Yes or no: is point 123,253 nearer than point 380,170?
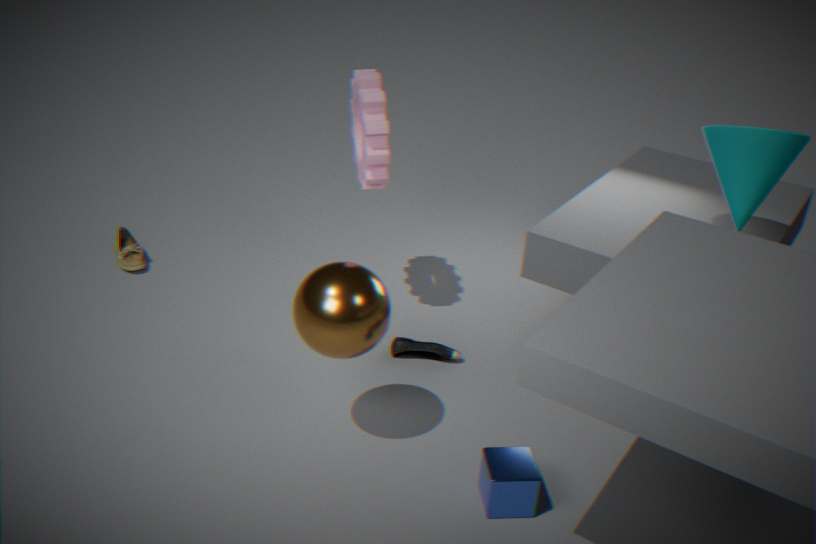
No
